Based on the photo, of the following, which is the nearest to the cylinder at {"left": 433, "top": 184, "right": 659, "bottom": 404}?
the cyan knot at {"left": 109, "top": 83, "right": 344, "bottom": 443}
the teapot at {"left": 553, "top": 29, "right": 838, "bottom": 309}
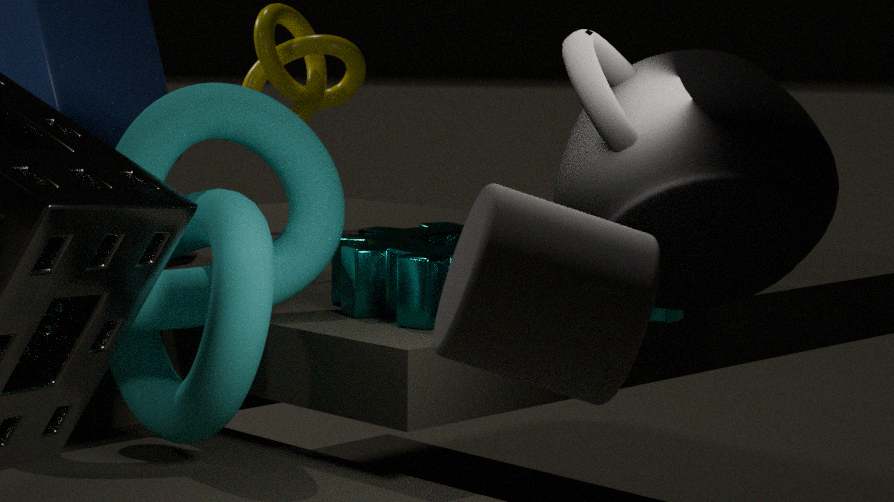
the teapot at {"left": 553, "top": 29, "right": 838, "bottom": 309}
